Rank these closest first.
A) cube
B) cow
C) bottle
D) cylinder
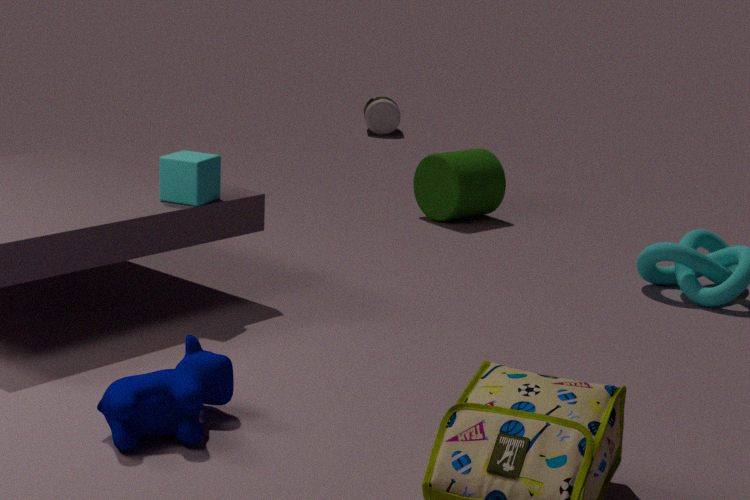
cow → cube → cylinder → bottle
